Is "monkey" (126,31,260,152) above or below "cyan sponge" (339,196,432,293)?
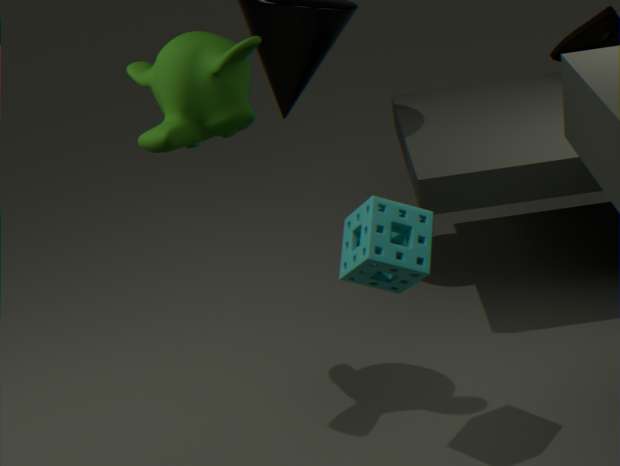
above
